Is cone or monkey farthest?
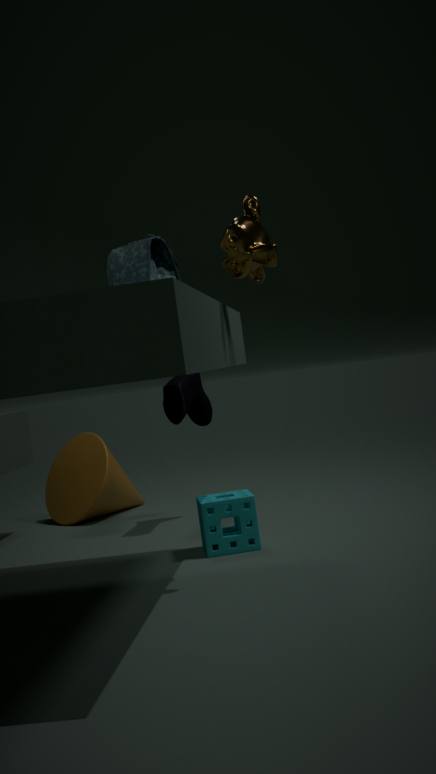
cone
